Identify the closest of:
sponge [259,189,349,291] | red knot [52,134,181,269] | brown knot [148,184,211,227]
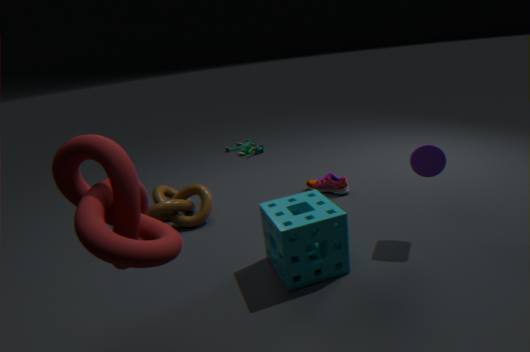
red knot [52,134,181,269]
